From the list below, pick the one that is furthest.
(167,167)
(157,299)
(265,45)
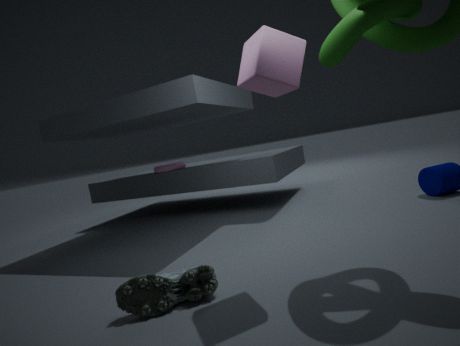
(167,167)
